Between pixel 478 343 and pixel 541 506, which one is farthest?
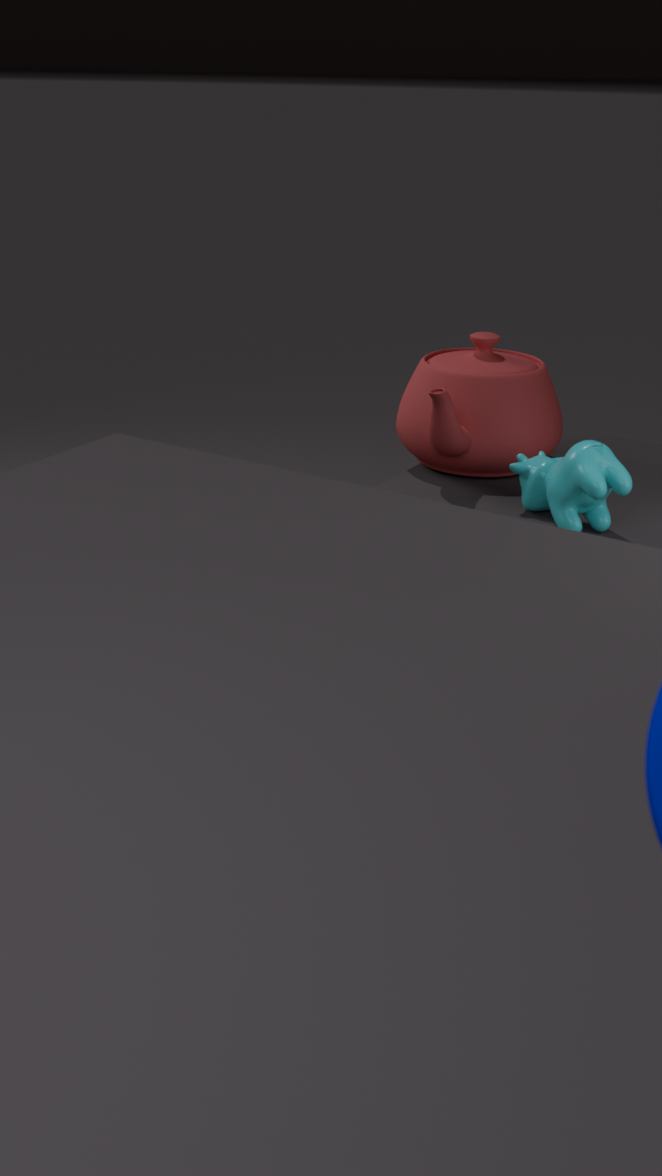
pixel 478 343
